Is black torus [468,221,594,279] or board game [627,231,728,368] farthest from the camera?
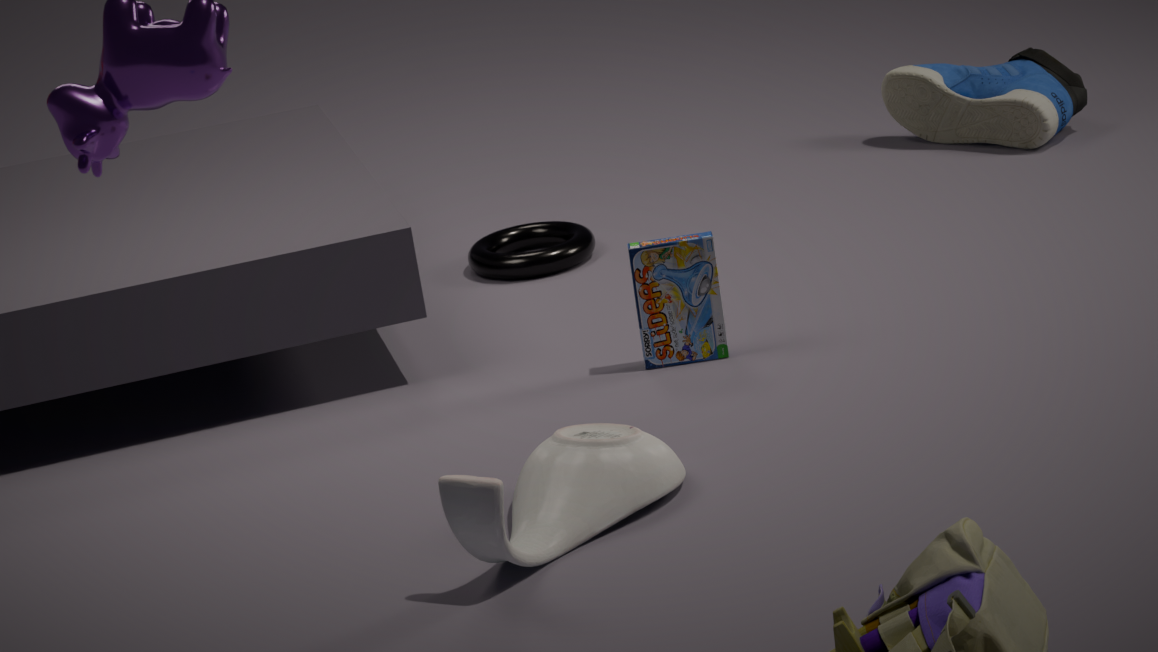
black torus [468,221,594,279]
